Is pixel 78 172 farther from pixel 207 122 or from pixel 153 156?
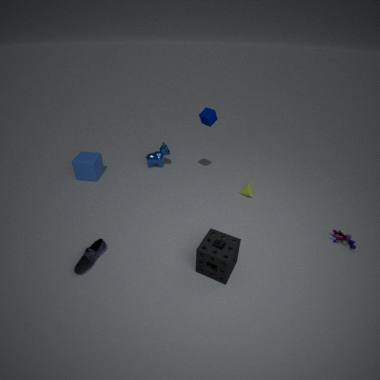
pixel 207 122
